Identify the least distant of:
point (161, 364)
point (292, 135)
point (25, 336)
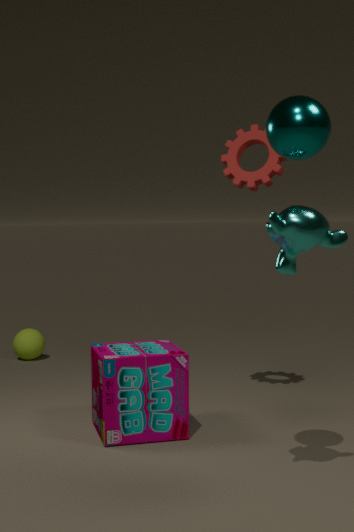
point (292, 135)
